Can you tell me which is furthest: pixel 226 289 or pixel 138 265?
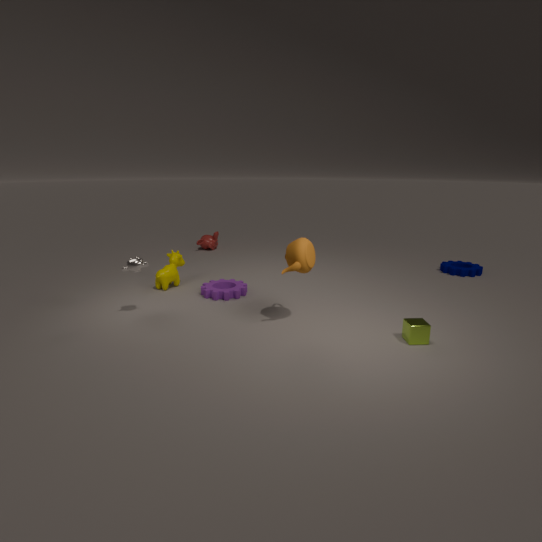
pixel 226 289
